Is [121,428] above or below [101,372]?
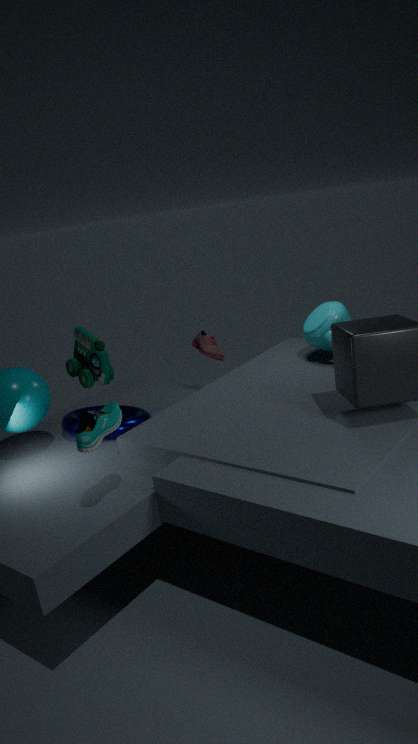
below
